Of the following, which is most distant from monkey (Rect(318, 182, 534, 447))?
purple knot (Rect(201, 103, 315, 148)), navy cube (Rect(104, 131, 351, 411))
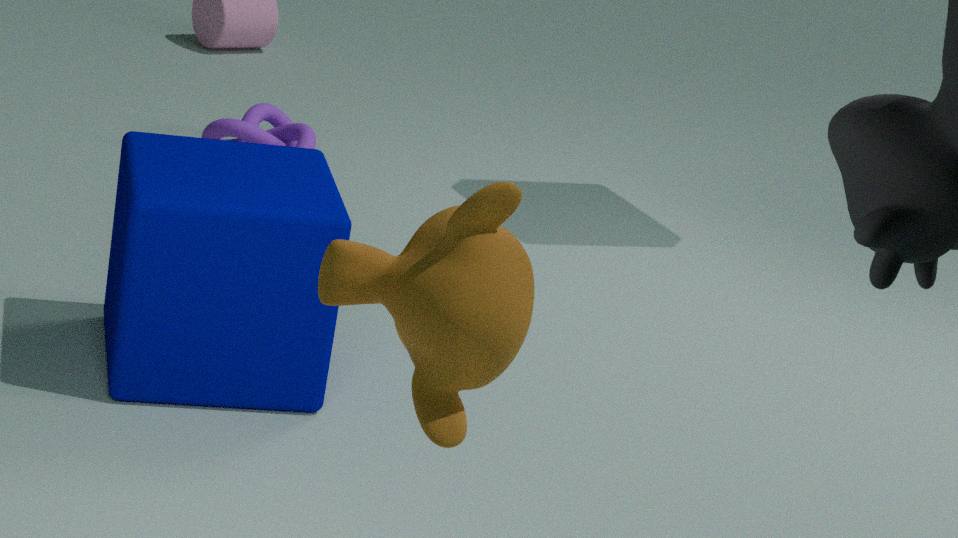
purple knot (Rect(201, 103, 315, 148))
